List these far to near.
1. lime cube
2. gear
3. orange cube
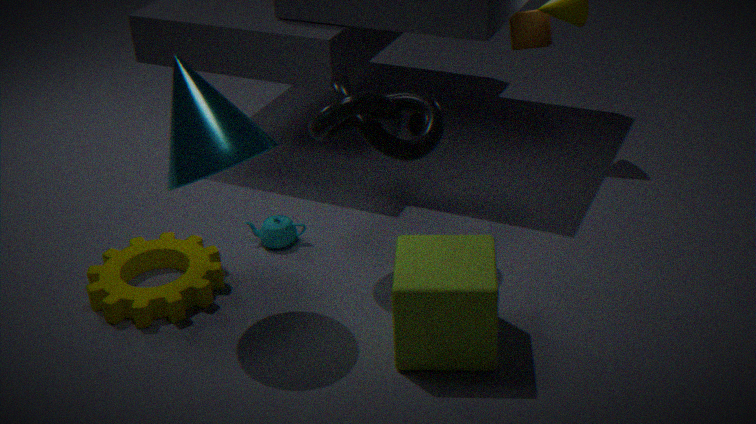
orange cube < gear < lime cube
